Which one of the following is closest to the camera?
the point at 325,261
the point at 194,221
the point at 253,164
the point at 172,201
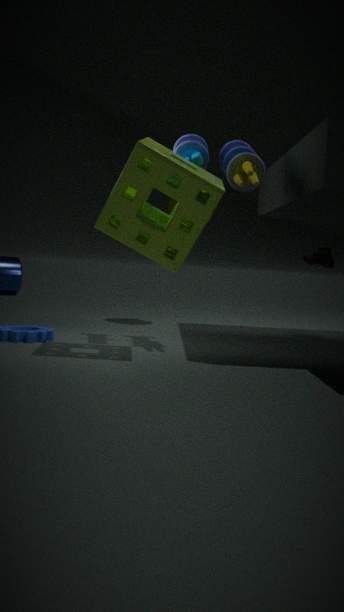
the point at 194,221
